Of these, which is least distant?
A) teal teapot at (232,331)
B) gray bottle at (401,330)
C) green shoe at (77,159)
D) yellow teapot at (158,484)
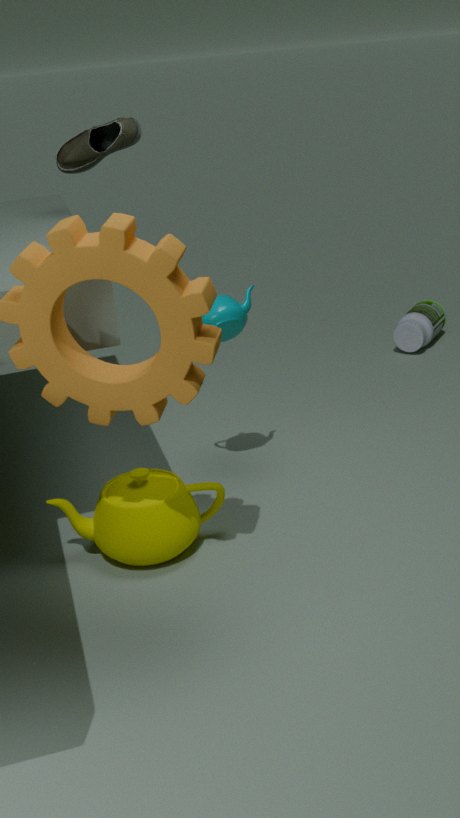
yellow teapot at (158,484)
